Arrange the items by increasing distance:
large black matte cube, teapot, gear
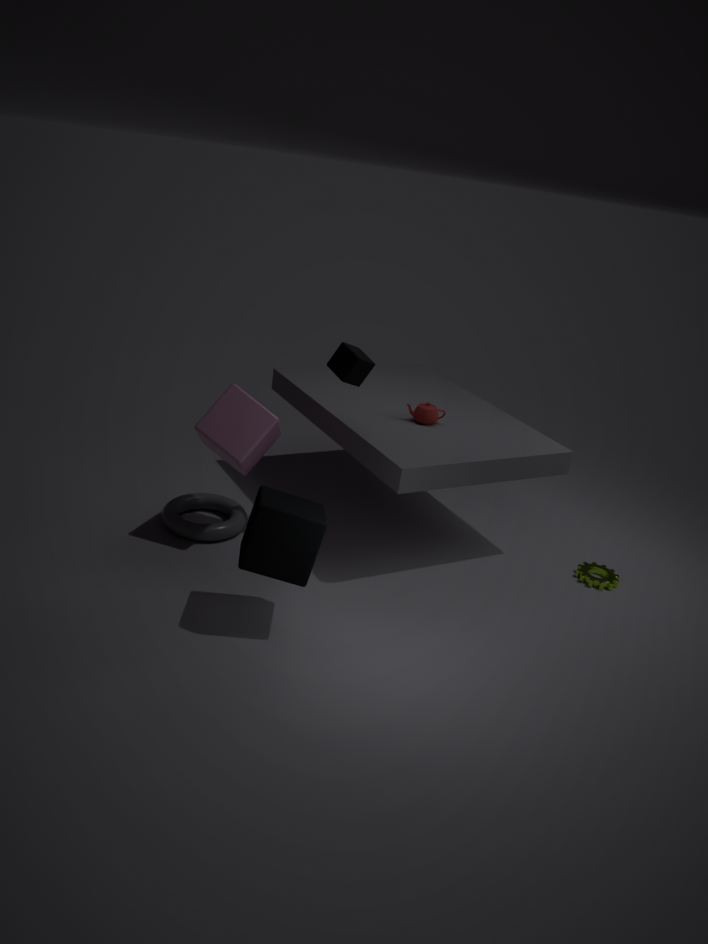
large black matte cube, gear, teapot
